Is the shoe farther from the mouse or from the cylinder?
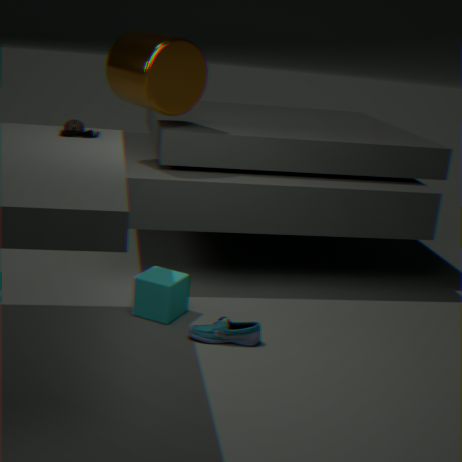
the cylinder
